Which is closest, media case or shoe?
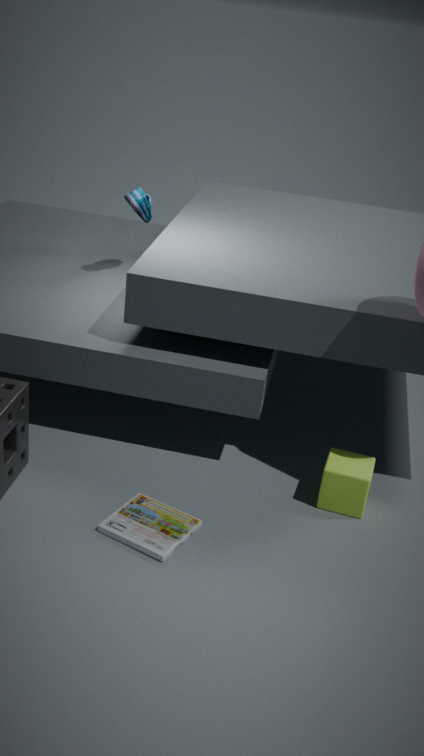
media case
